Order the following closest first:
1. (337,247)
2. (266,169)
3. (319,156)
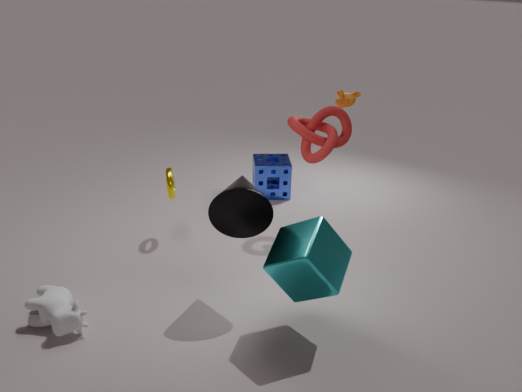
(337,247)
(319,156)
(266,169)
